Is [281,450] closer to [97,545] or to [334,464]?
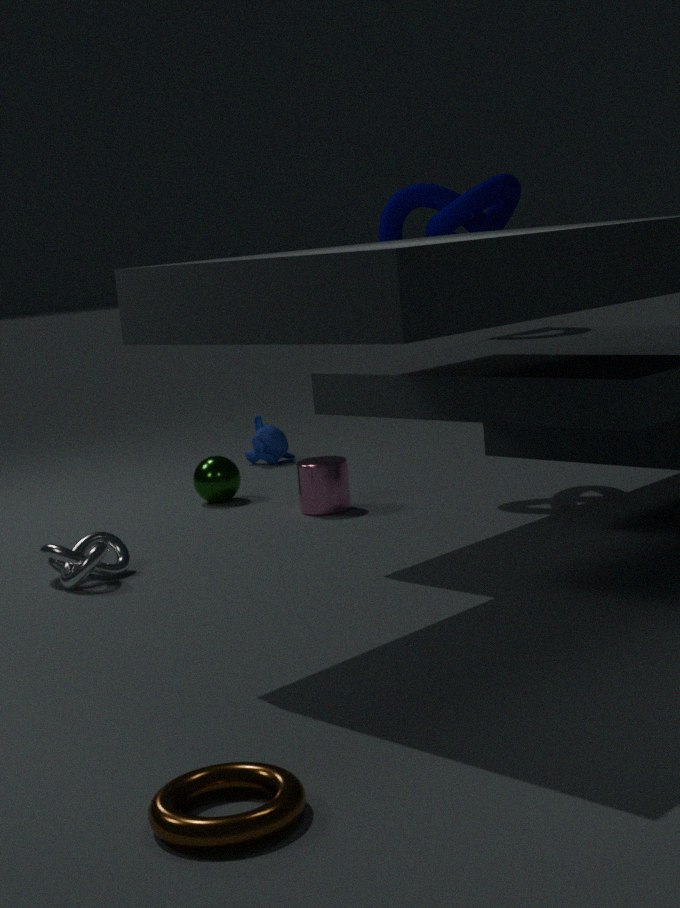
[334,464]
